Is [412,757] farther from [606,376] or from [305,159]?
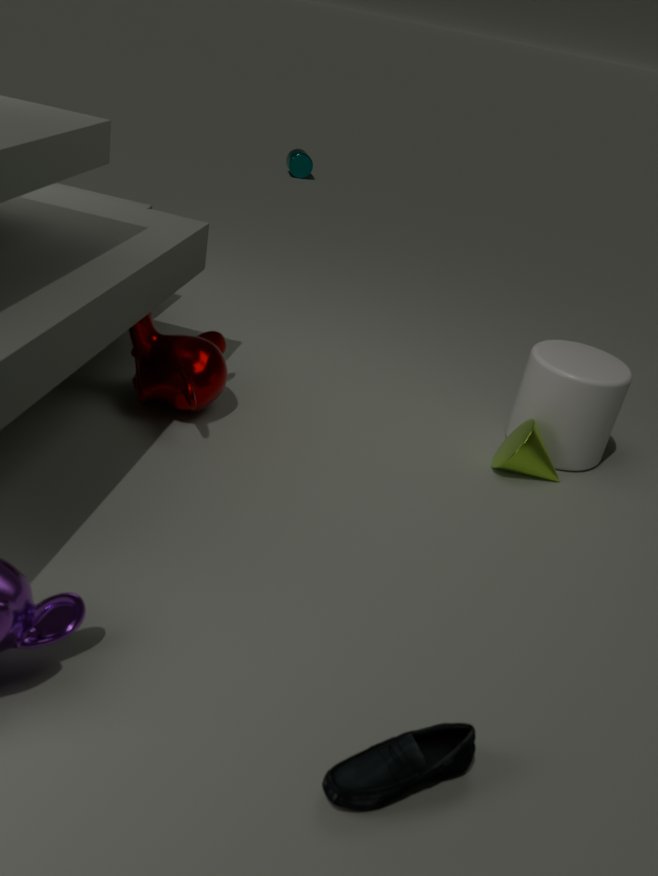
[305,159]
